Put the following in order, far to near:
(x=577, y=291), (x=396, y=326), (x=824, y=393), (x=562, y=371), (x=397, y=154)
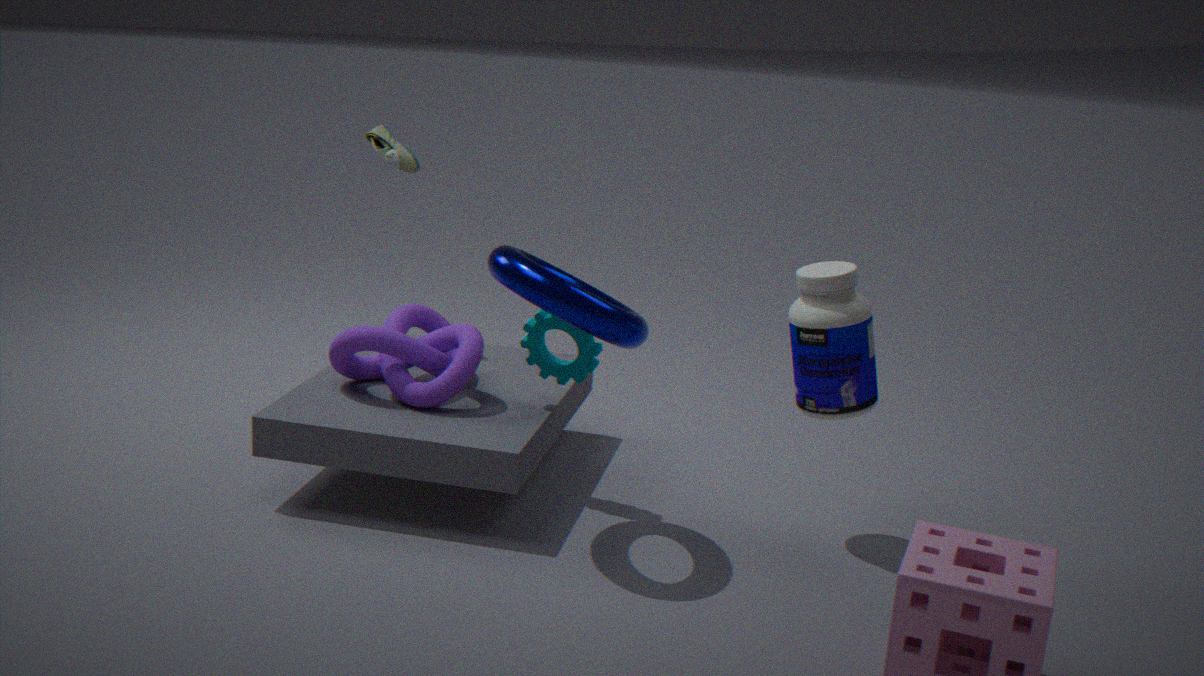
(x=397, y=154), (x=396, y=326), (x=562, y=371), (x=824, y=393), (x=577, y=291)
